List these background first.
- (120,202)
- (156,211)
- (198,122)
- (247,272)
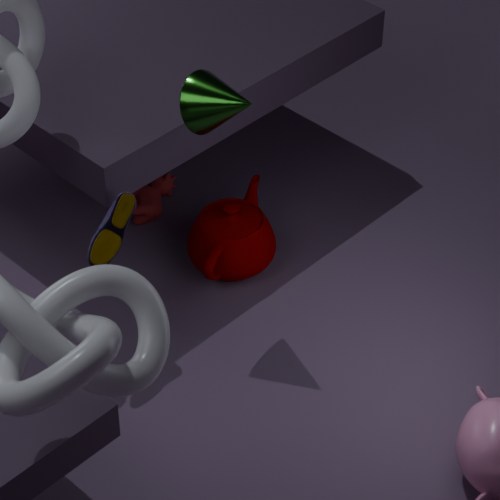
1. (156,211)
2. (247,272)
3. (120,202)
4. (198,122)
